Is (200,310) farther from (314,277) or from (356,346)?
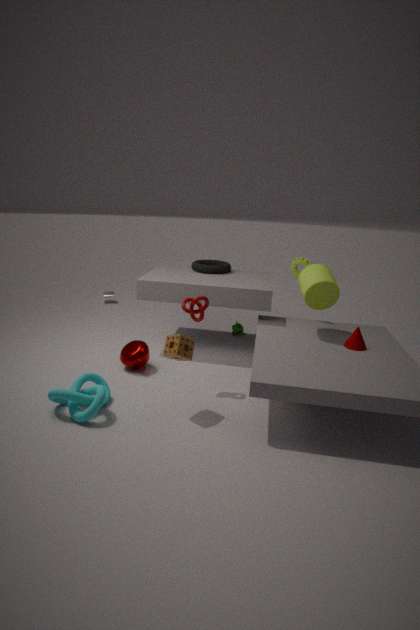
(356,346)
